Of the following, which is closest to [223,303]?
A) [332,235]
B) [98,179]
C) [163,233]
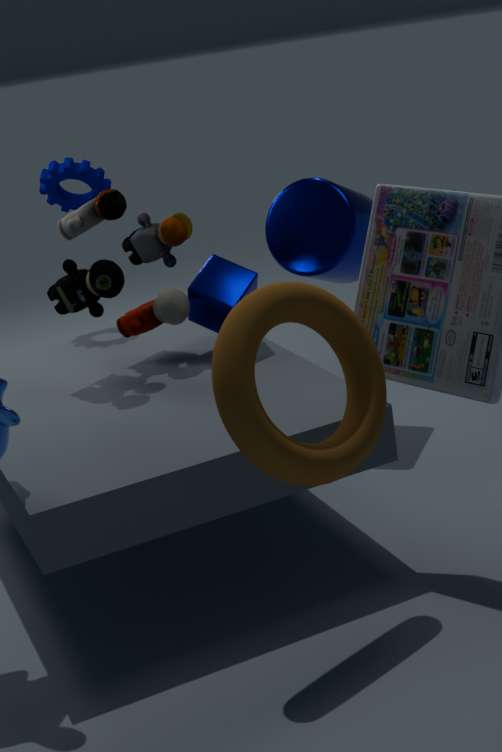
[163,233]
